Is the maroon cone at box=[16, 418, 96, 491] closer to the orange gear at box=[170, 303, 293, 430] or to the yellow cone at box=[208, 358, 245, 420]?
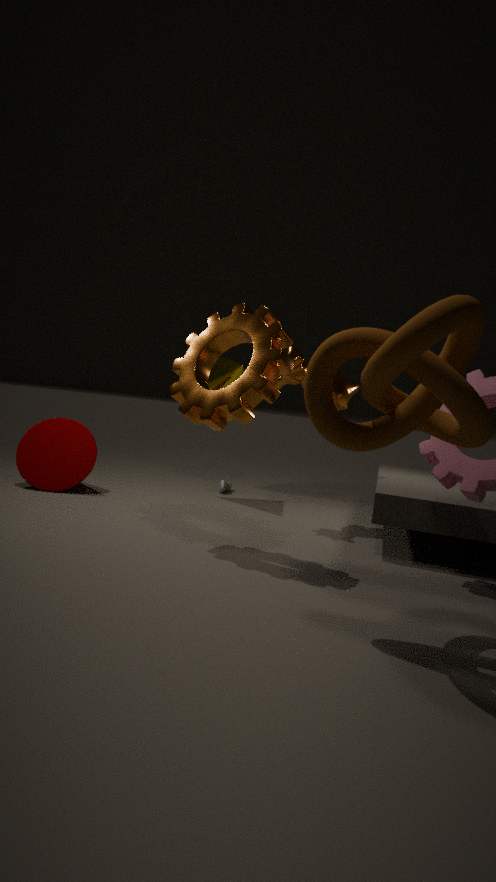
the yellow cone at box=[208, 358, 245, 420]
